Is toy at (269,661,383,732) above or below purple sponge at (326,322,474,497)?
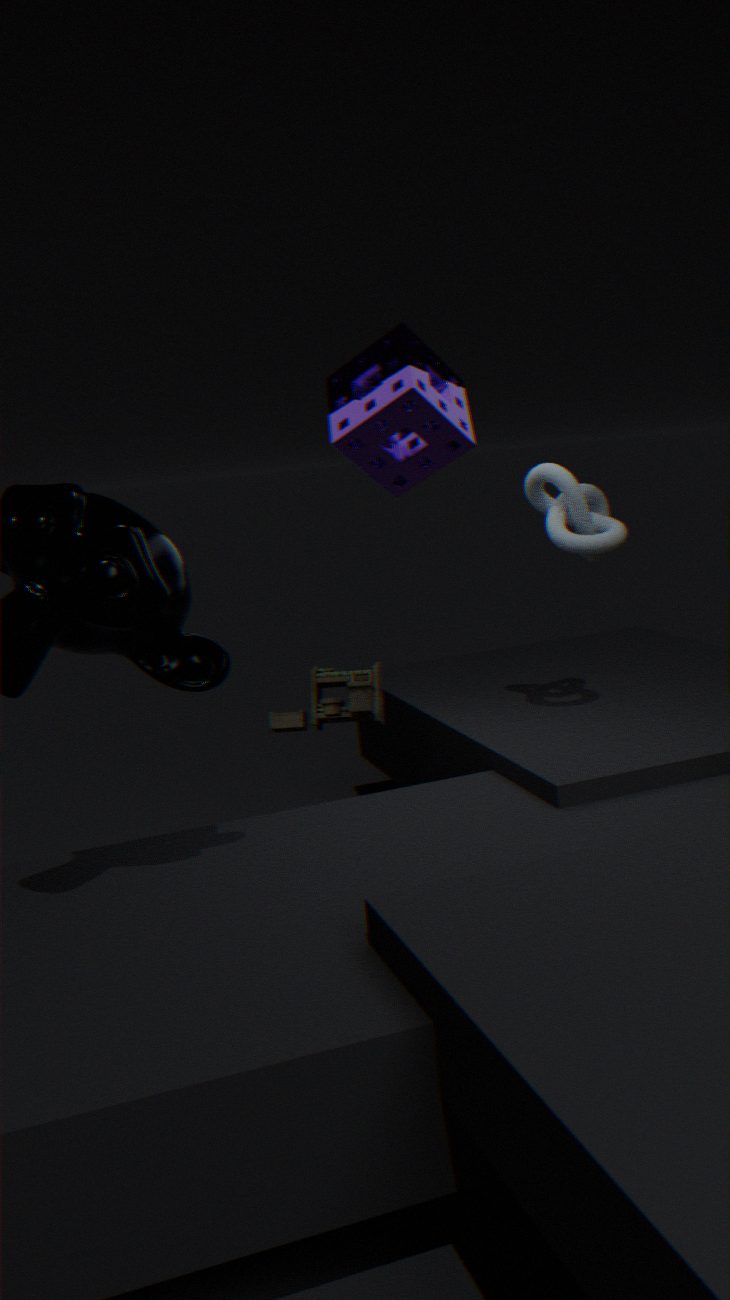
below
